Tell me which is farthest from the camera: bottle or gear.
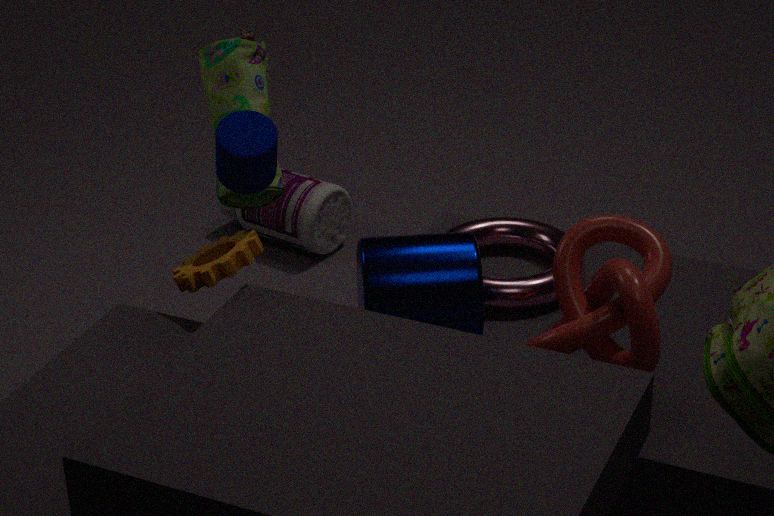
bottle
